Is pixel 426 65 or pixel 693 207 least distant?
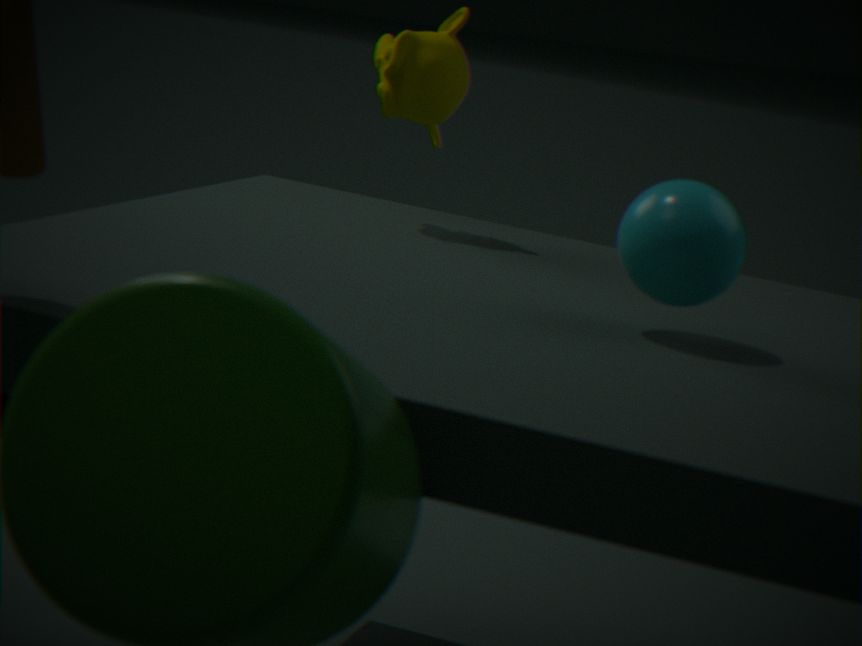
Result: pixel 693 207
